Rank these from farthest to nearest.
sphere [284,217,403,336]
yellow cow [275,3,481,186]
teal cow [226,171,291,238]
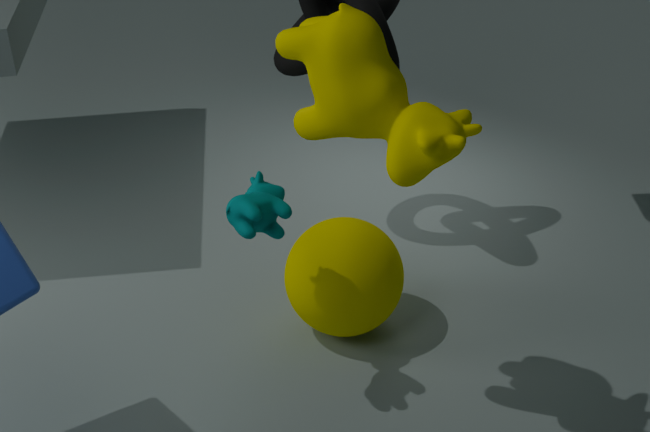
sphere [284,217,403,336] < teal cow [226,171,291,238] < yellow cow [275,3,481,186]
